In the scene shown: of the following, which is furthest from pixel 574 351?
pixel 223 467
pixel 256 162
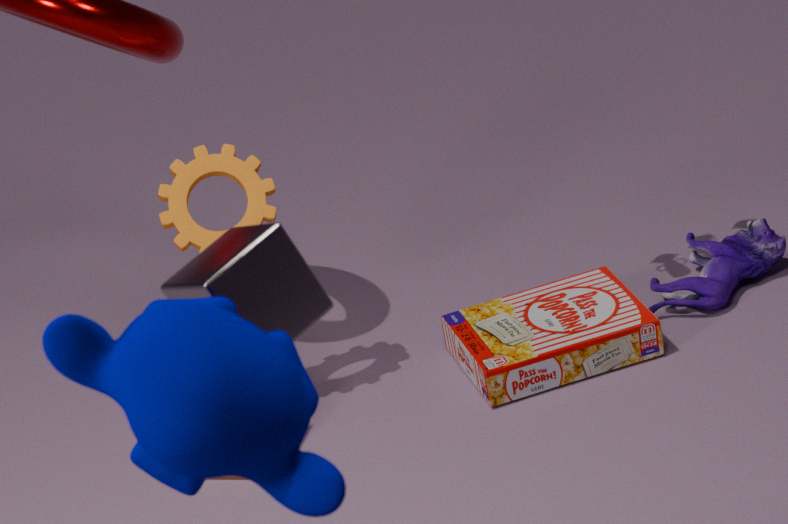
pixel 223 467
